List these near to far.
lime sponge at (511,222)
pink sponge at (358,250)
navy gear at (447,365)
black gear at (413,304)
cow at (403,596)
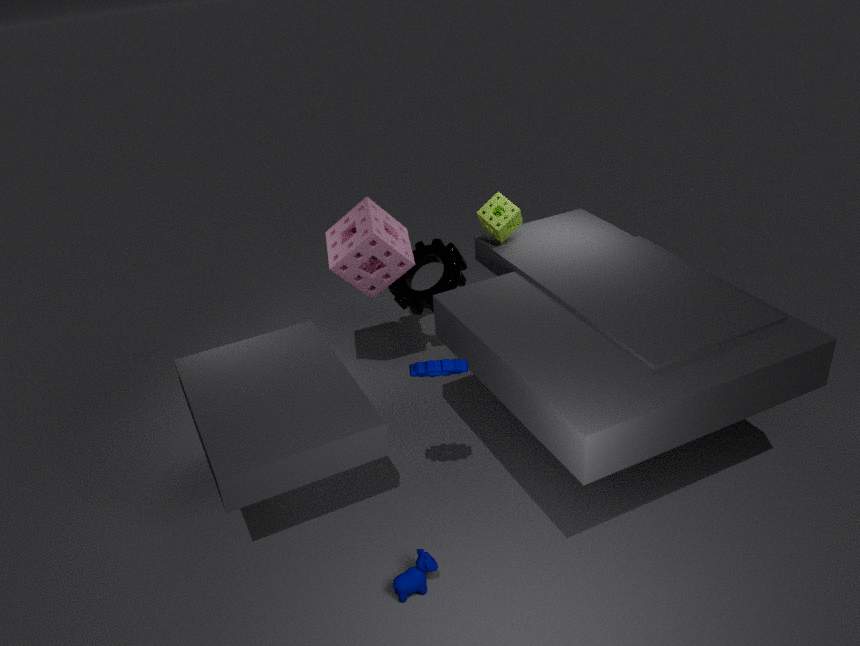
navy gear at (447,365) < cow at (403,596) < pink sponge at (358,250) < lime sponge at (511,222) < black gear at (413,304)
